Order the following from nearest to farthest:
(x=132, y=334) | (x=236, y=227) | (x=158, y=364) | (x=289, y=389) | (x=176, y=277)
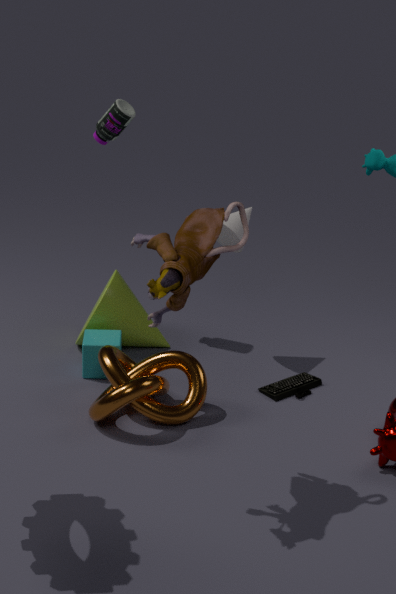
(x=176, y=277) < (x=158, y=364) < (x=289, y=389) < (x=236, y=227) < (x=132, y=334)
